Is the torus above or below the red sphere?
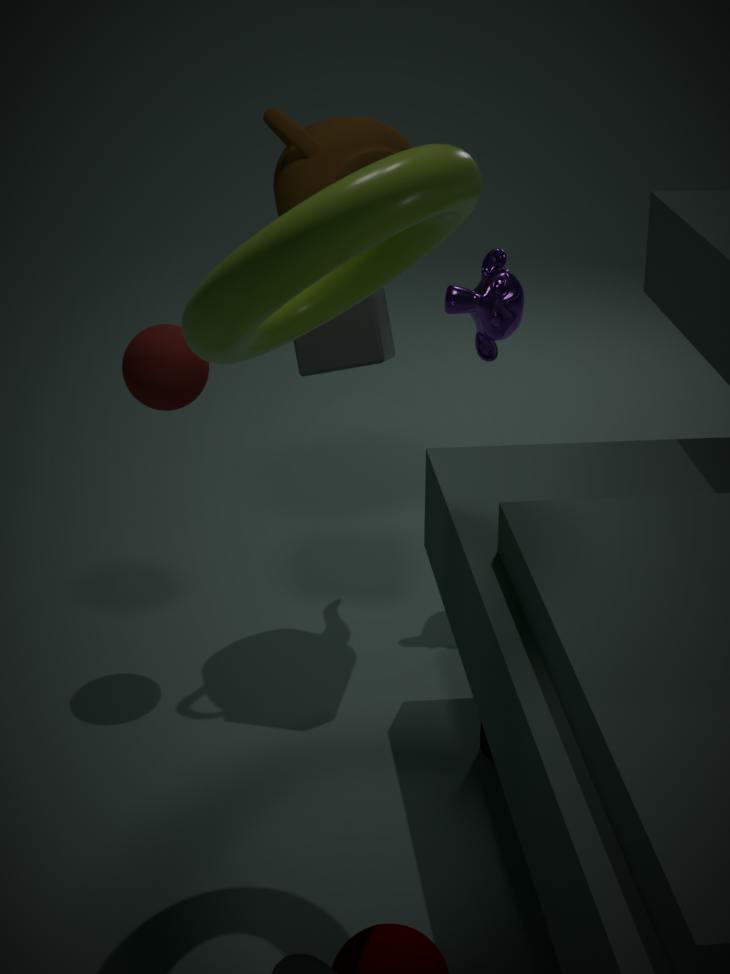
above
